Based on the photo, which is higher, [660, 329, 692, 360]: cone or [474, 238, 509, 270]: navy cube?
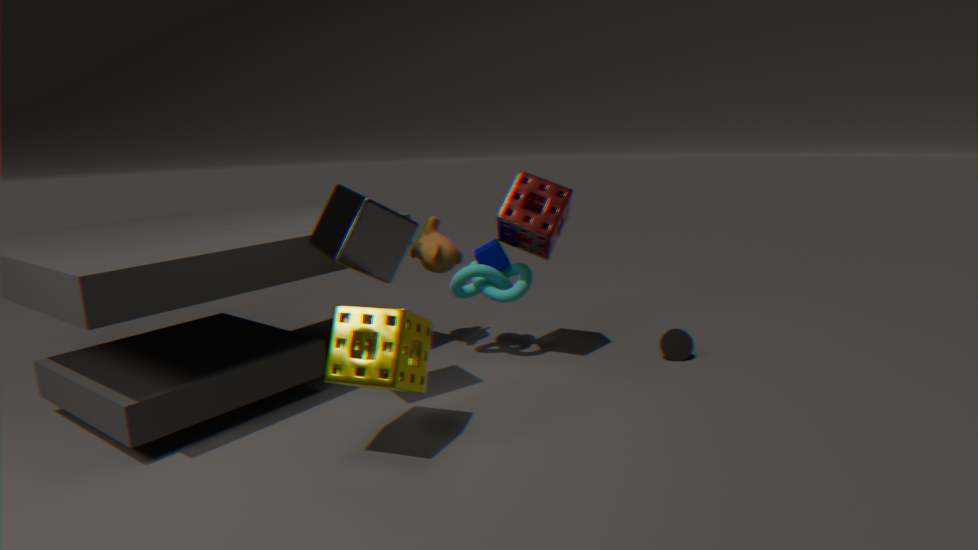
[474, 238, 509, 270]: navy cube
